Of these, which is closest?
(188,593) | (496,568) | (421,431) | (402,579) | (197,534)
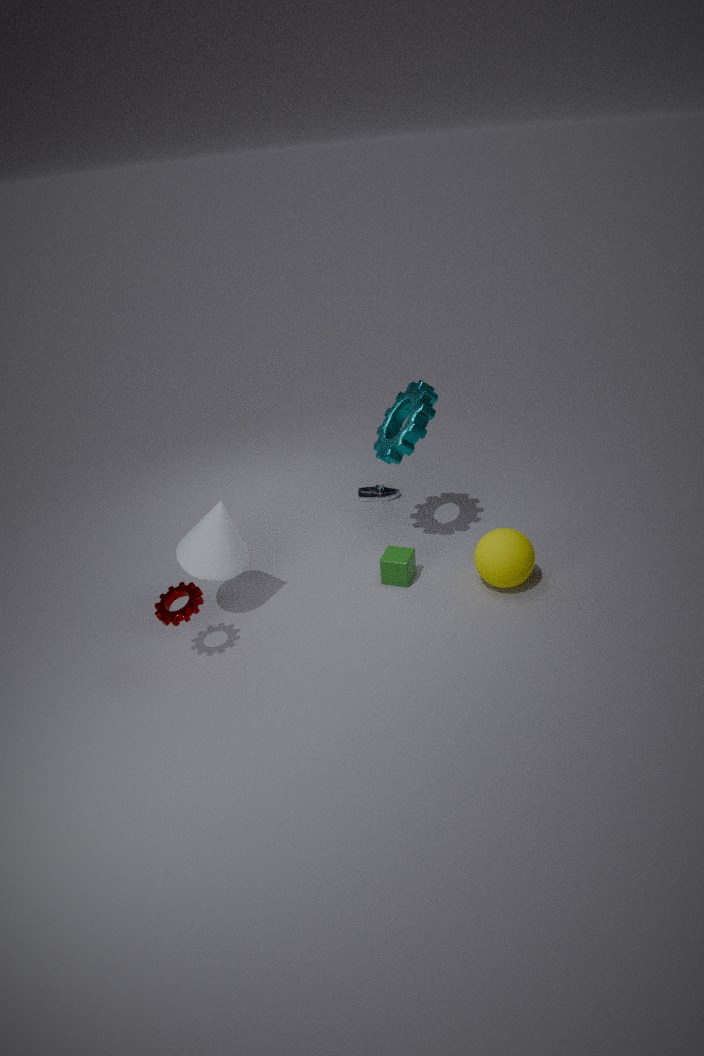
(188,593)
